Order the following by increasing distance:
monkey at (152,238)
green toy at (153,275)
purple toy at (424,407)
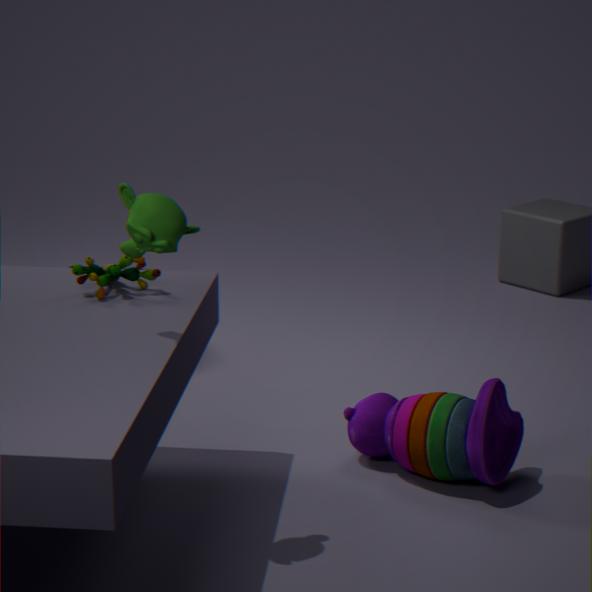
monkey at (152,238) < green toy at (153,275) < purple toy at (424,407)
